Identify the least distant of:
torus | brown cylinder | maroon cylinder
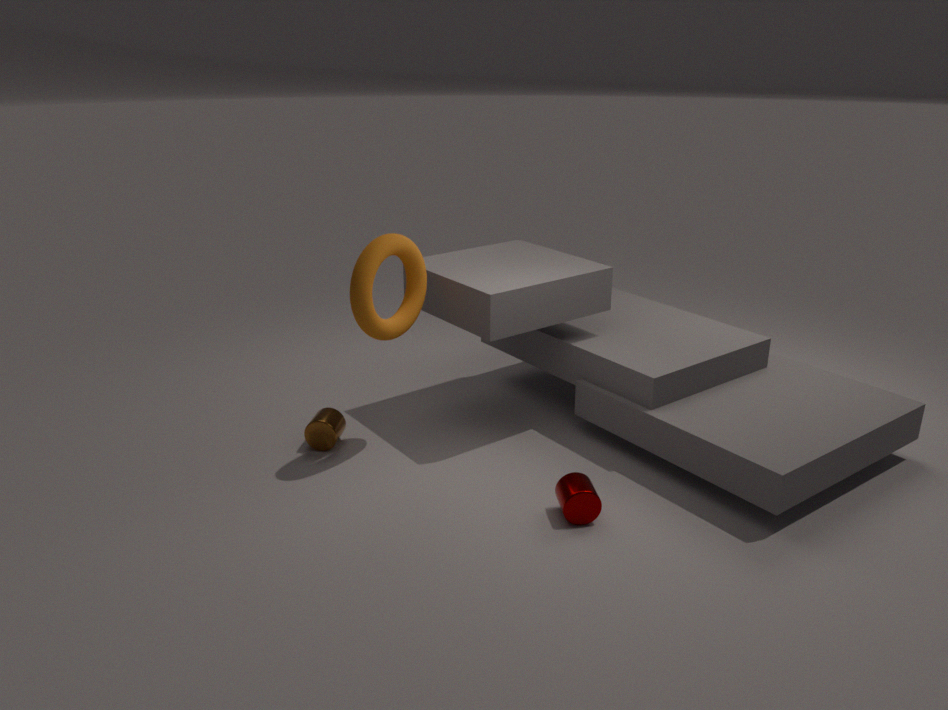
maroon cylinder
